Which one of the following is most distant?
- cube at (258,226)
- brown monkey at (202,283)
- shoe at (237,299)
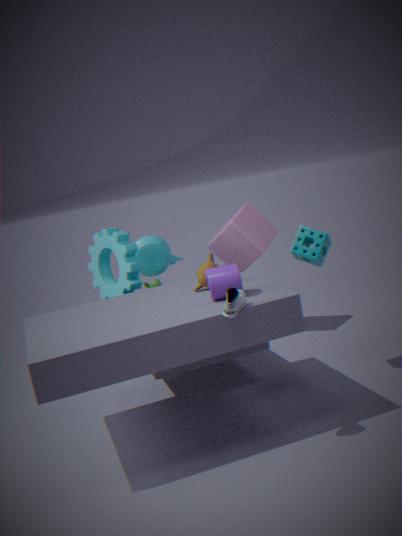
cube at (258,226)
